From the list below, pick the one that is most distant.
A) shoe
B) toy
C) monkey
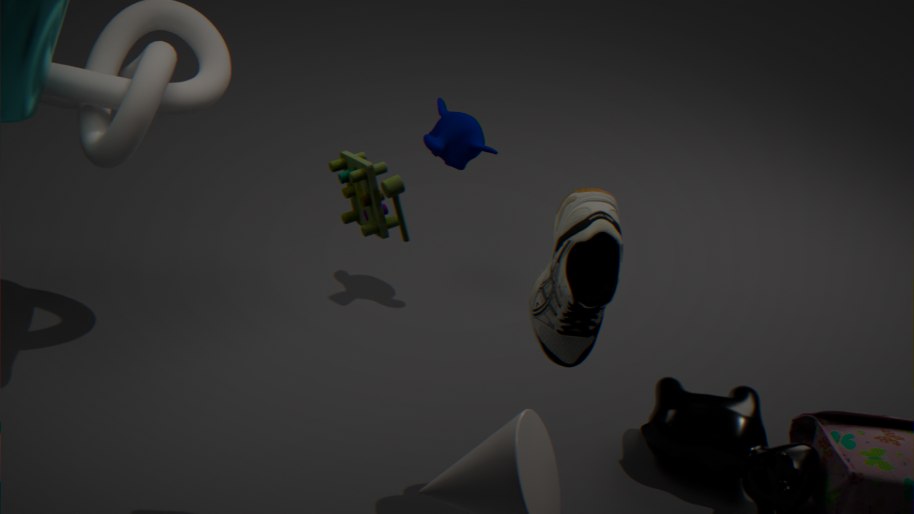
monkey
